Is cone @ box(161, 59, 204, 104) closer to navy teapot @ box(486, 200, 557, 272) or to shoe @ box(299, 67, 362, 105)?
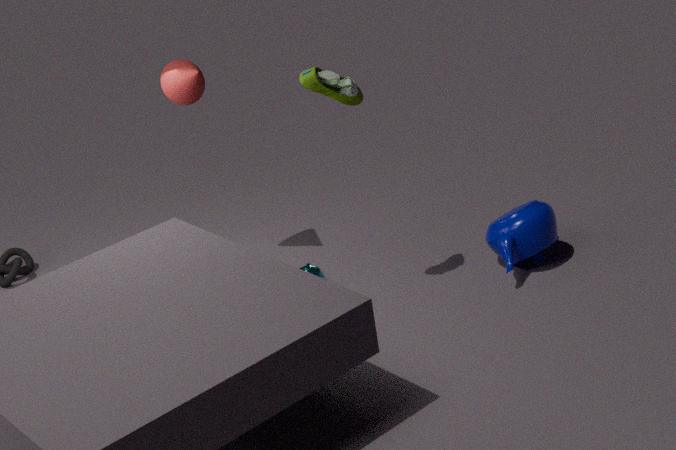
shoe @ box(299, 67, 362, 105)
